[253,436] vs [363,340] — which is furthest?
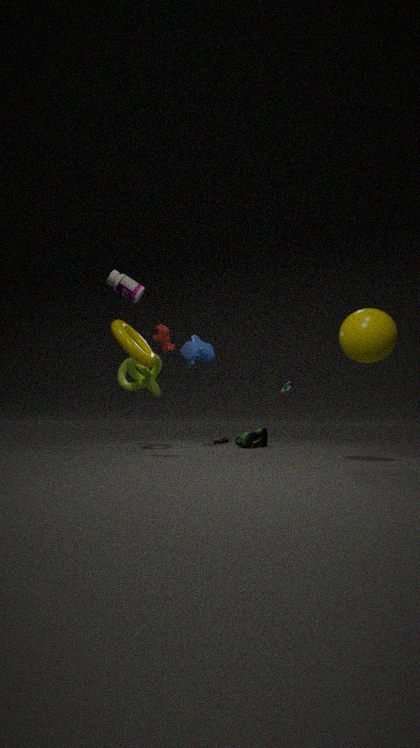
[253,436]
